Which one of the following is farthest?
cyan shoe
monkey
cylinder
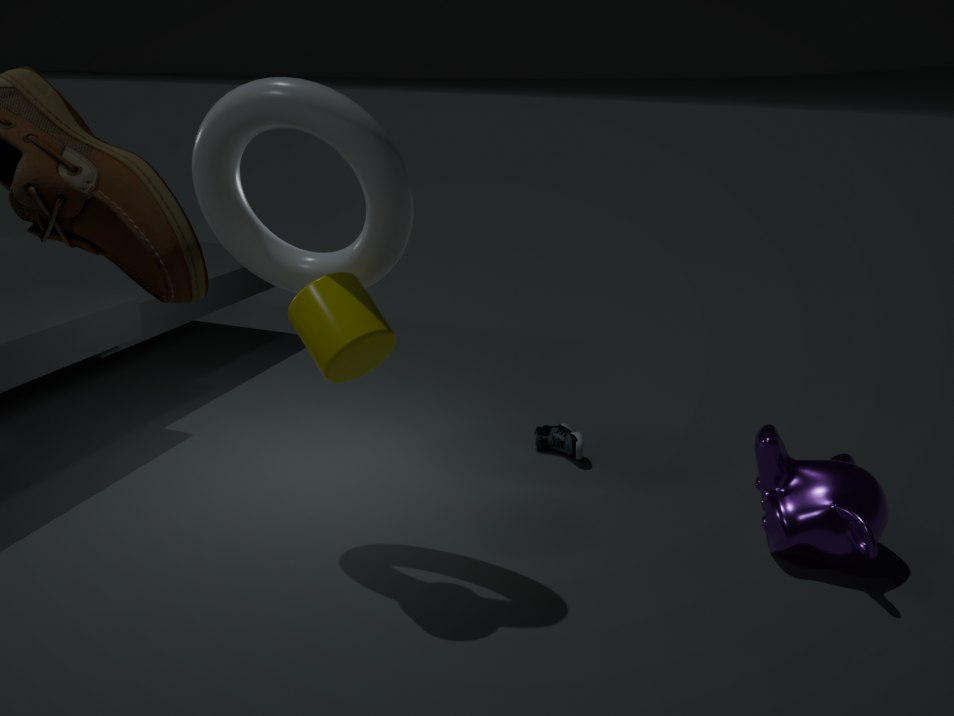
cyan shoe
